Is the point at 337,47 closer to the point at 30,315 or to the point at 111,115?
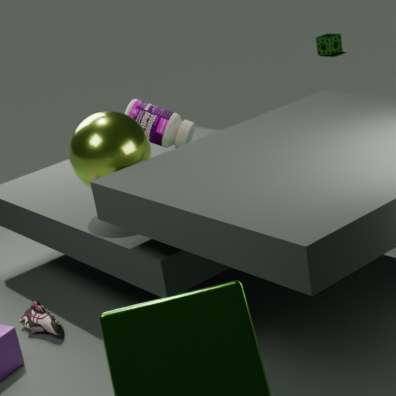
the point at 111,115
